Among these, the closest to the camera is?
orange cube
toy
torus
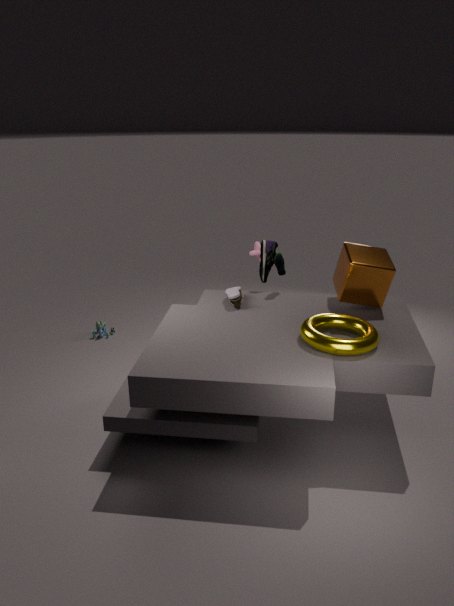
torus
